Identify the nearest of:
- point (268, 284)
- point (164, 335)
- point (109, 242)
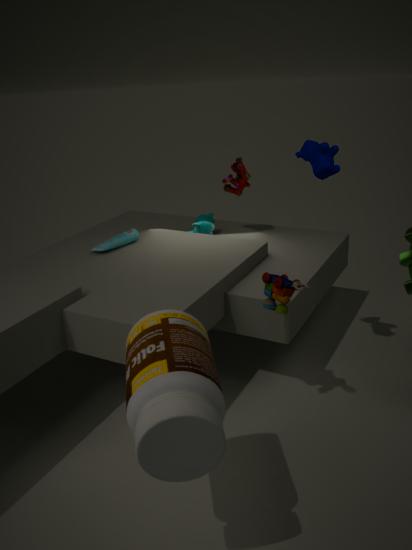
point (164, 335)
